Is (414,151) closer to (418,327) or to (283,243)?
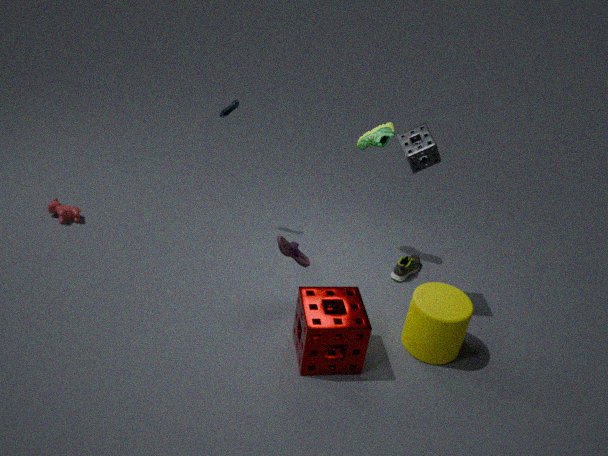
(283,243)
